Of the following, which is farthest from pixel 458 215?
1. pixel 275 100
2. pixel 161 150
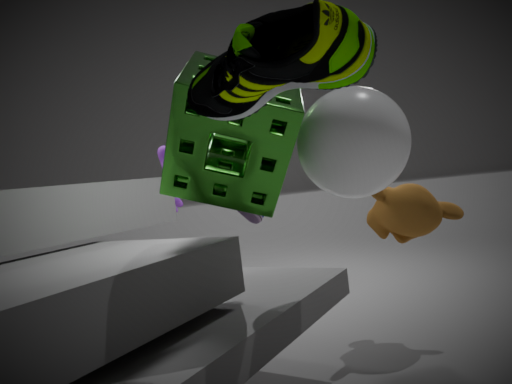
pixel 161 150
